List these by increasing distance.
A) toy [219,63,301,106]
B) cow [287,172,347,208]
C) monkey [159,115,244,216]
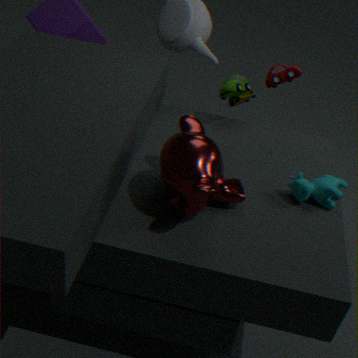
monkey [159,115,244,216] < cow [287,172,347,208] < toy [219,63,301,106]
